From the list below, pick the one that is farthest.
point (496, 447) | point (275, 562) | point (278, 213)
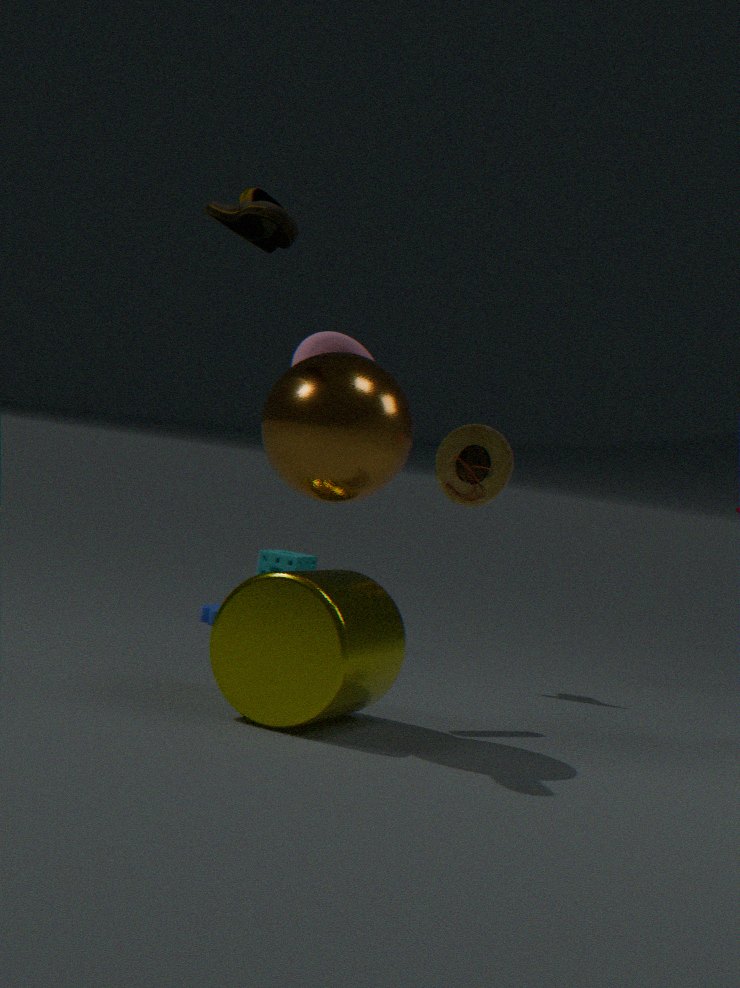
point (275, 562)
